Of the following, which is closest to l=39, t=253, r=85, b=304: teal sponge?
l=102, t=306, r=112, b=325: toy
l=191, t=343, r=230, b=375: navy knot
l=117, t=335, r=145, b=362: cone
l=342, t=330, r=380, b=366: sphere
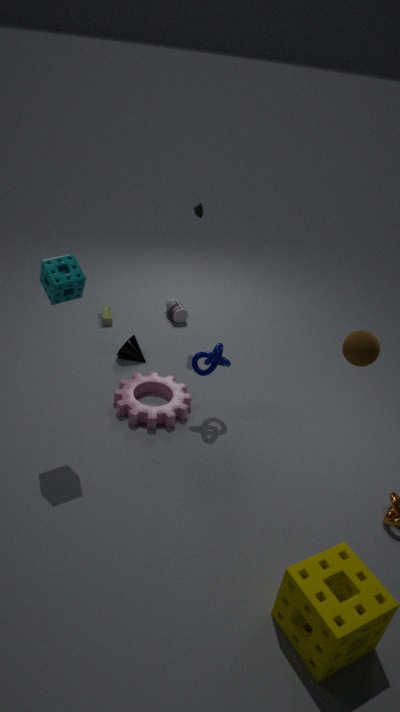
l=191, t=343, r=230, b=375: navy knot
